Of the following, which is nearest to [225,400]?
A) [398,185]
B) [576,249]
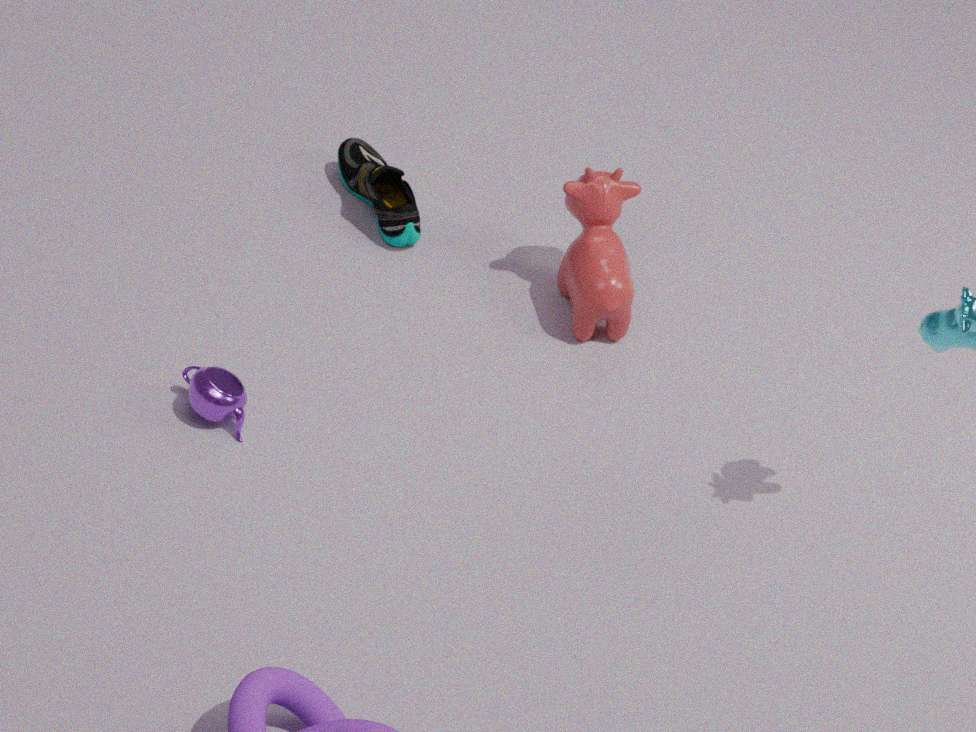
[398,185]
